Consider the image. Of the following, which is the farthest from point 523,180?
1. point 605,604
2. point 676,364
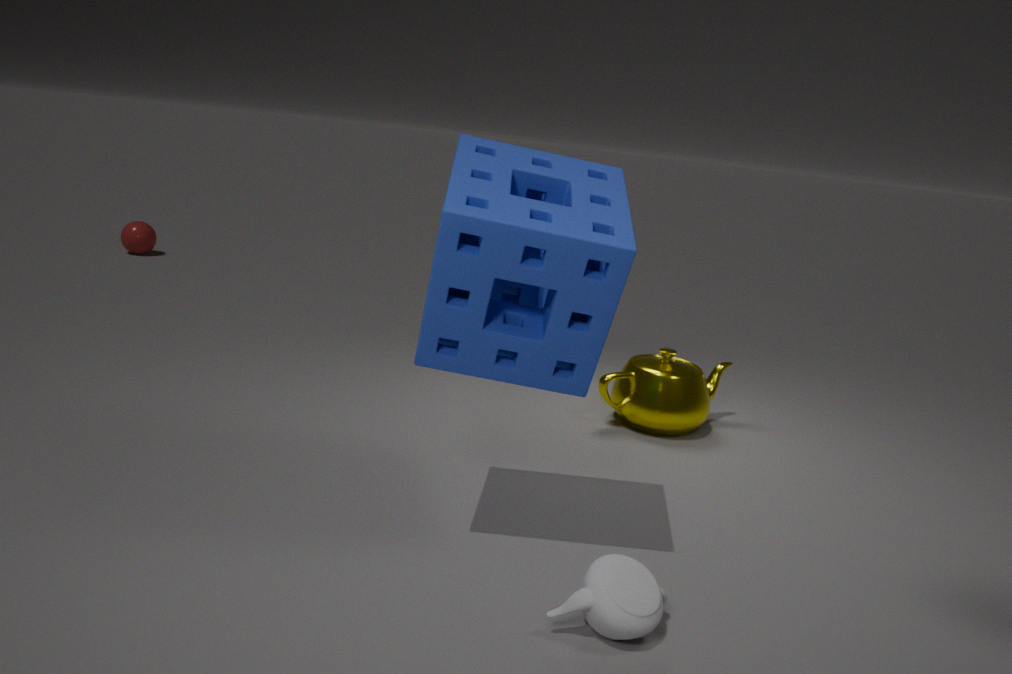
point 676,364
